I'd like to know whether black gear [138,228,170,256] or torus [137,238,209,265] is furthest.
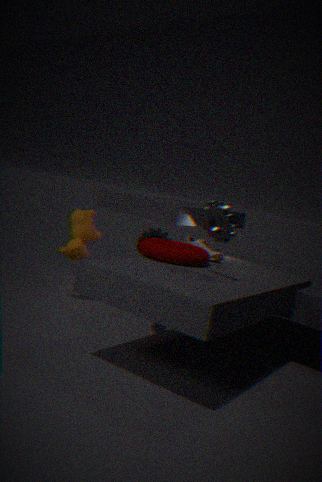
black gear [138,228,170,256]
